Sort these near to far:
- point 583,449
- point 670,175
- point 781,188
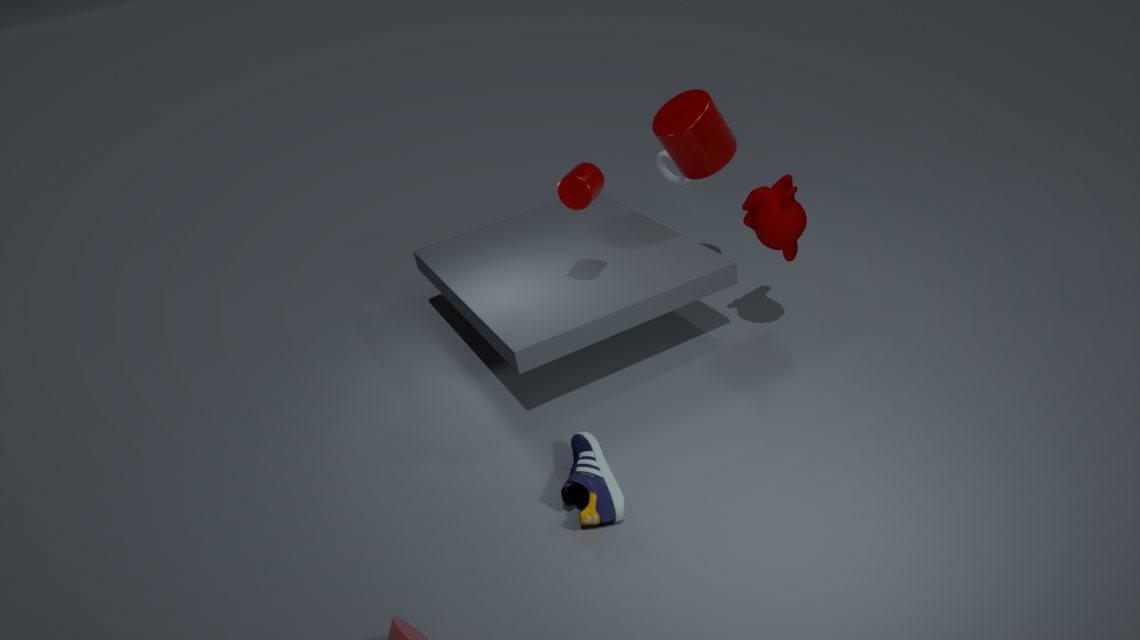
point 583,449 → point 781,188 → point 670,175
